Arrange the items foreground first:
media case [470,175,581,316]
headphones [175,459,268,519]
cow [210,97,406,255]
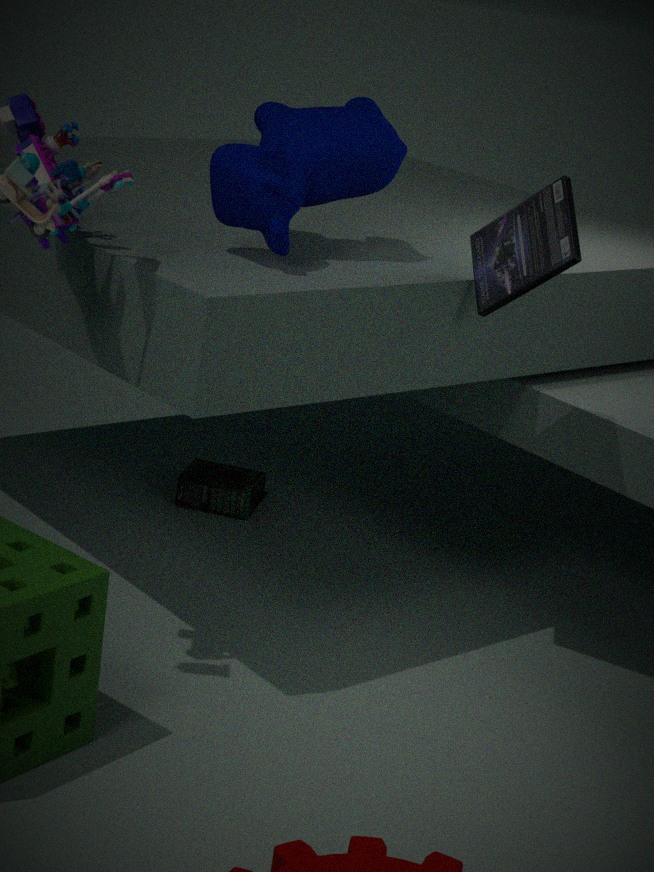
cow [210,97,406,255], media case [470,175,581,316], headphones [175,459,268,519]
